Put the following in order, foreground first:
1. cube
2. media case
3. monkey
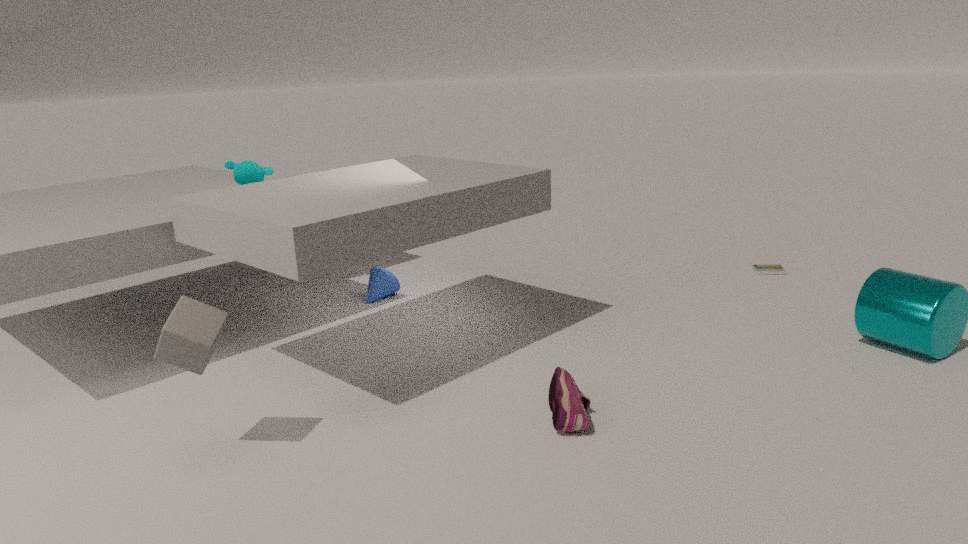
cube
monkey
media case
